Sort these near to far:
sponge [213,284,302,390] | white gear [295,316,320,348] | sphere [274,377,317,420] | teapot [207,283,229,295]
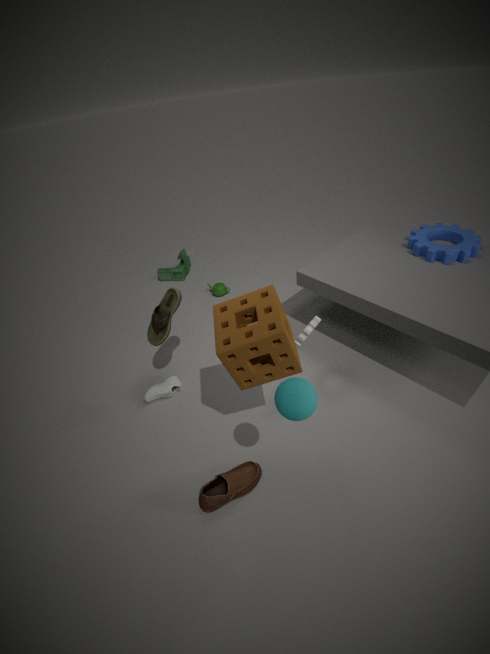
sphere [274,377,317,420] < sponge [213,284,302,390] < white gear [295,316,320,348] < teapot [207,283,229,295]
